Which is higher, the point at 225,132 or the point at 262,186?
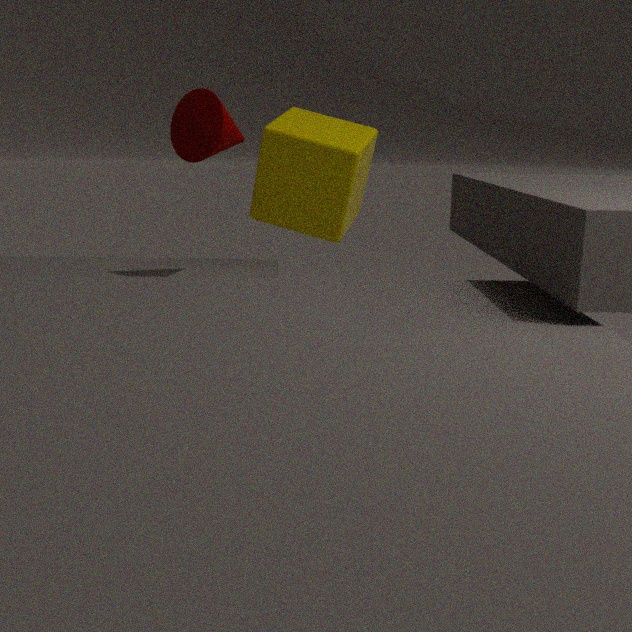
the point at 225,132
